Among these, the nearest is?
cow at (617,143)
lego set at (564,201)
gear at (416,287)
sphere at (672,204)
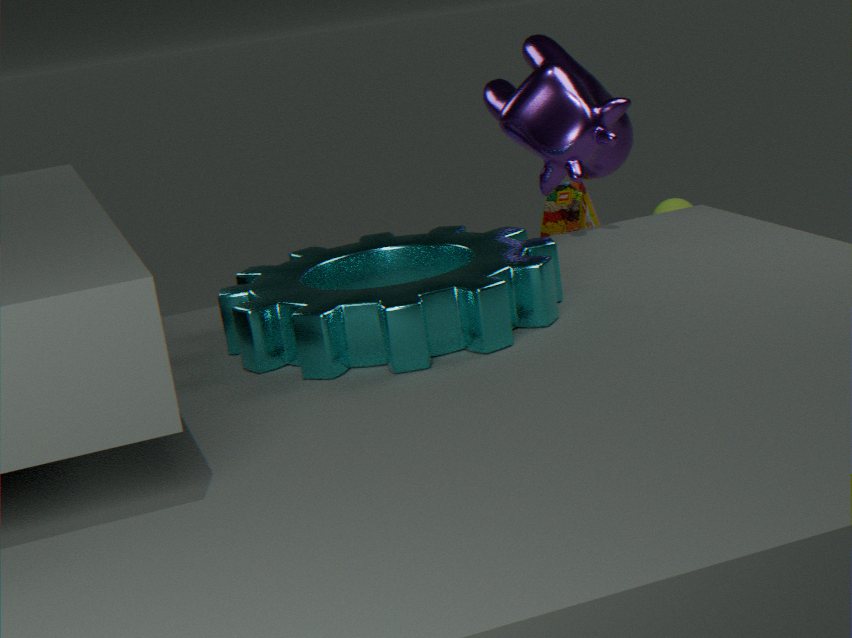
gear at (416,287)
